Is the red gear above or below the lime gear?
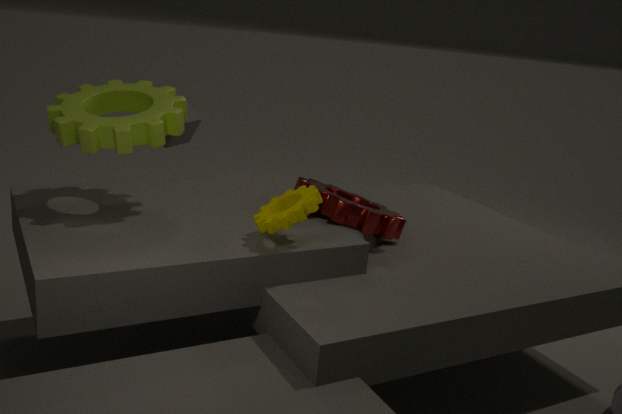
below
